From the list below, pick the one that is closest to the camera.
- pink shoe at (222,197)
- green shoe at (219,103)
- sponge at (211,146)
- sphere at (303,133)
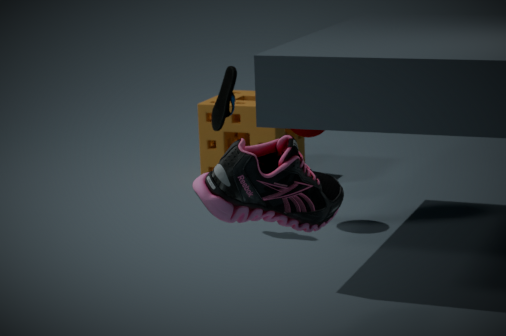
pink shoe at (222,197)
